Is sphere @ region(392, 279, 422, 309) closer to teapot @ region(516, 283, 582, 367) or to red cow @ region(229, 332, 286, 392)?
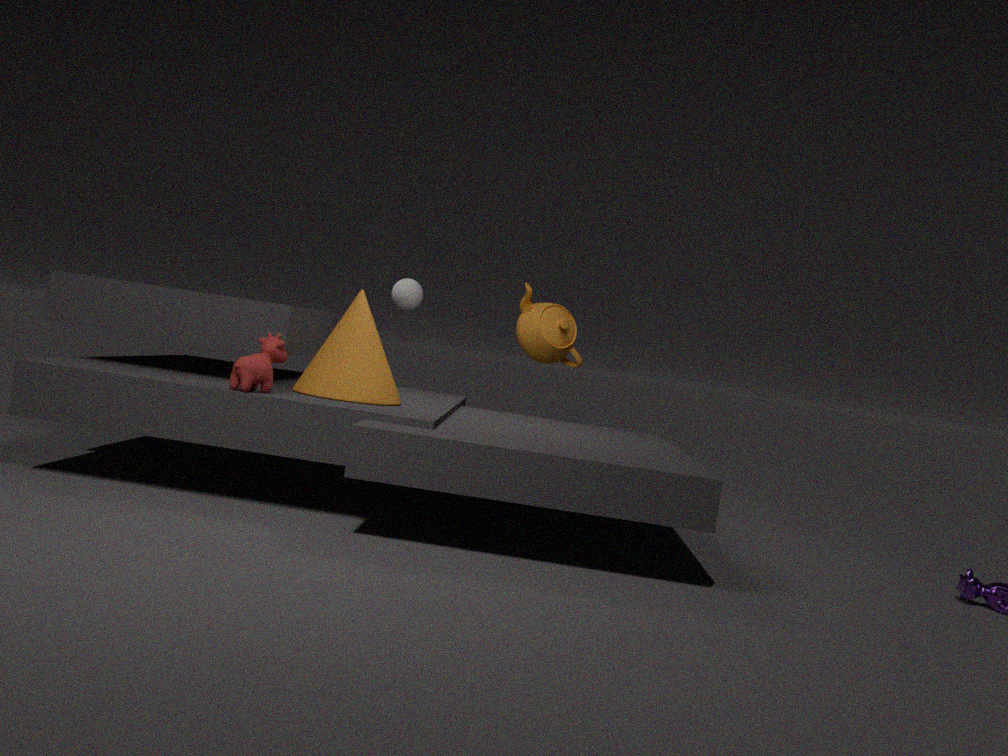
teapot @ region(516, 283, 582, 367)
